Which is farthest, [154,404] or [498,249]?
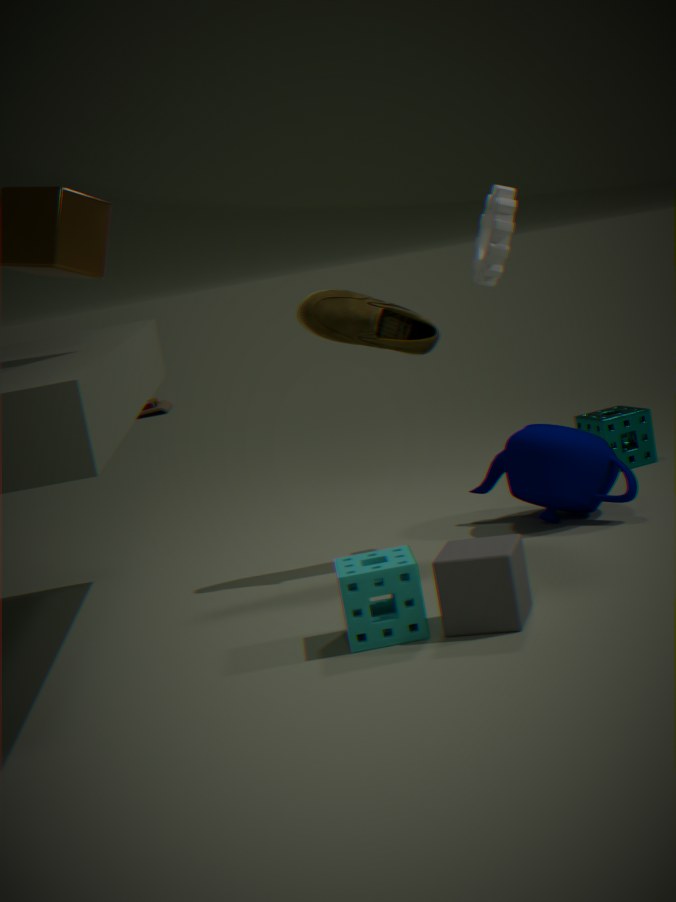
[154,404]
